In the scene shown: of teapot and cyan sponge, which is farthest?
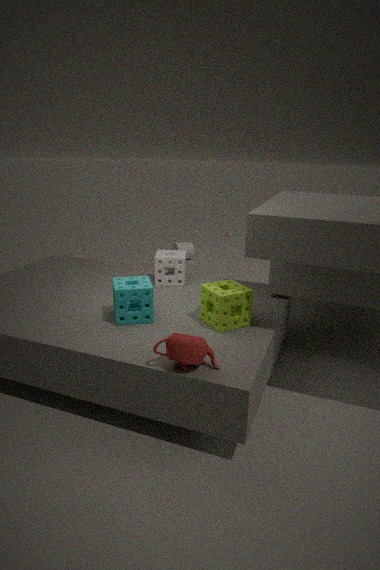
cyan sponge
